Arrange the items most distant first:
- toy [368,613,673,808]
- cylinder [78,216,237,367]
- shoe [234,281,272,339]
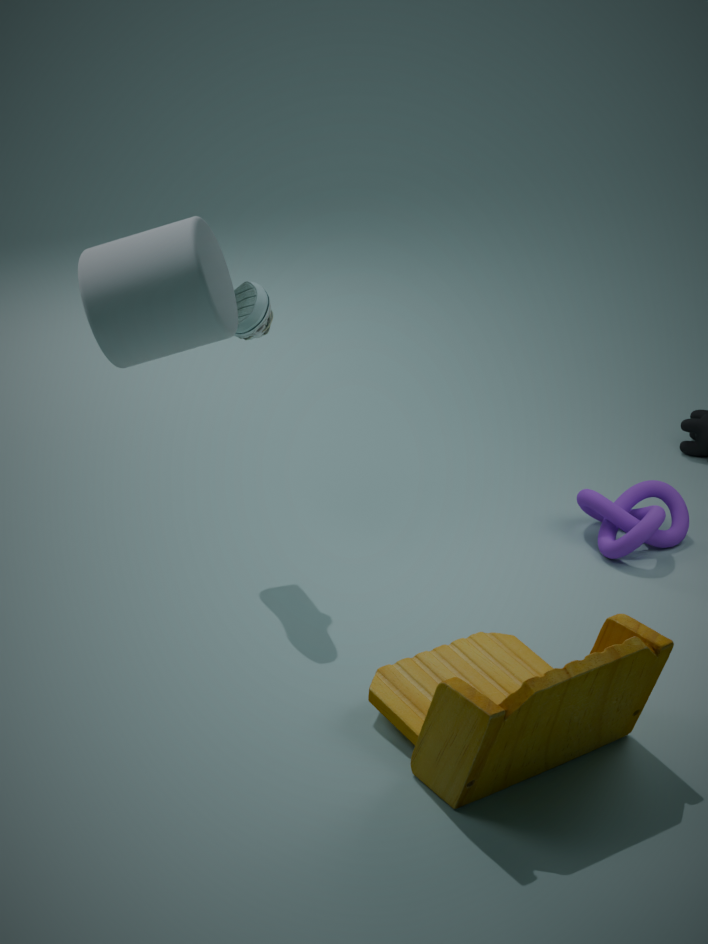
shoe [234,281,272,339] < toy [368,613,673,808] < cylinder [78,216,237,367]
